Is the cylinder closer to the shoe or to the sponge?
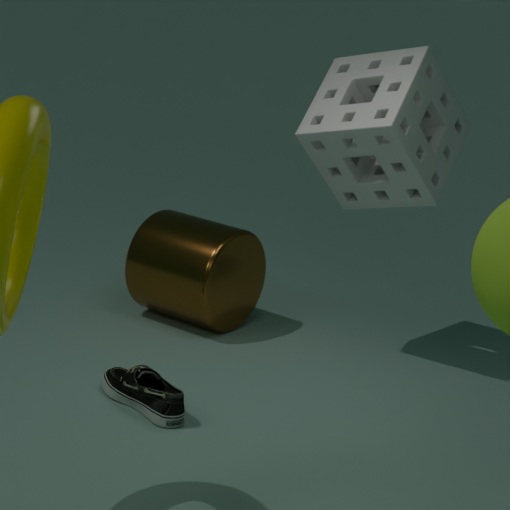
the sponge
